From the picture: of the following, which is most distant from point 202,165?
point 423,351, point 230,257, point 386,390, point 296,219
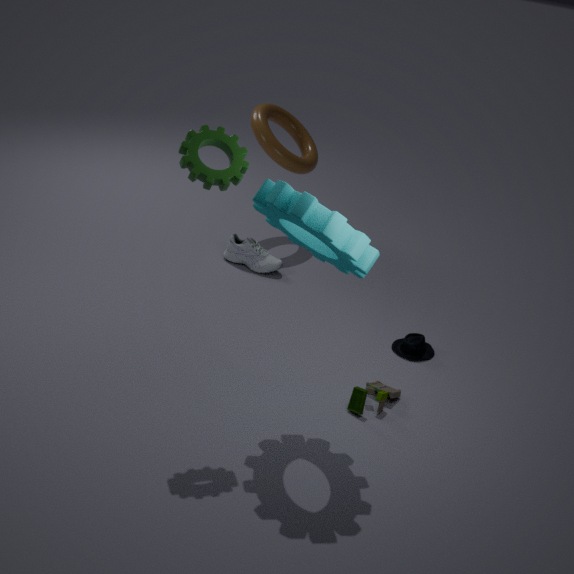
point 230,257
